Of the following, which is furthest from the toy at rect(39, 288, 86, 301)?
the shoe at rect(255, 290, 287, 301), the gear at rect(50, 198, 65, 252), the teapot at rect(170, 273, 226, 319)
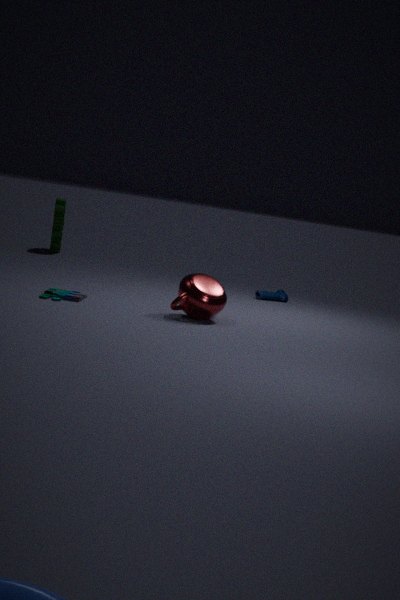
the gear at rect(50, 198, 65, 252)
